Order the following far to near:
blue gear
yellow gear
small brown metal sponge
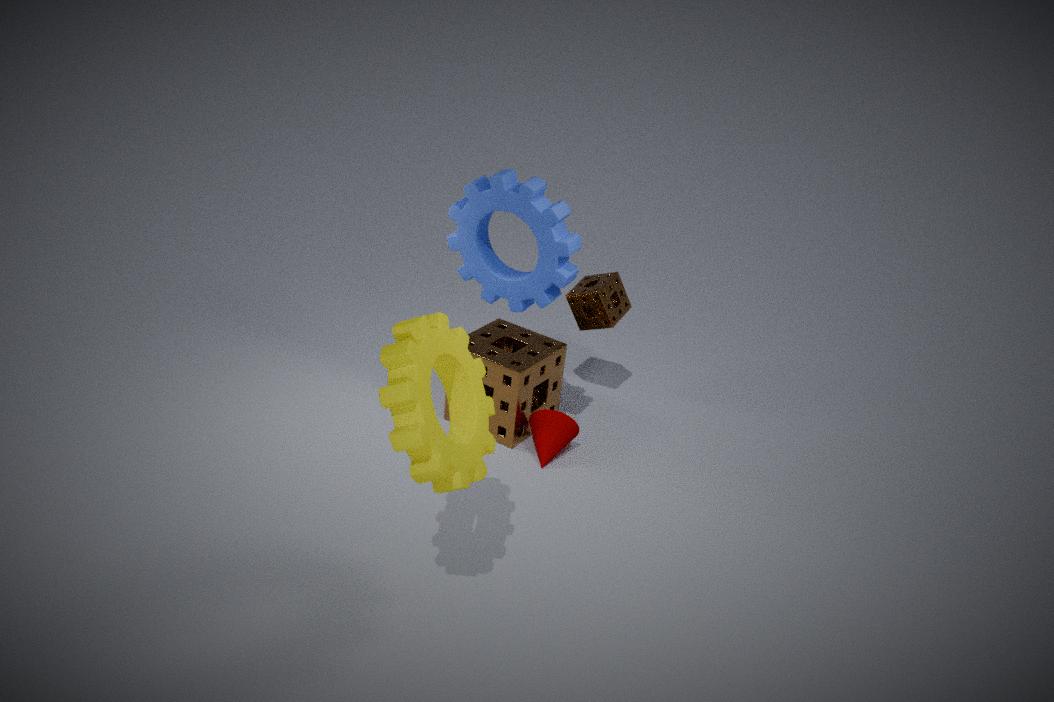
small brown metal sponge < blue gear < yellow gear
